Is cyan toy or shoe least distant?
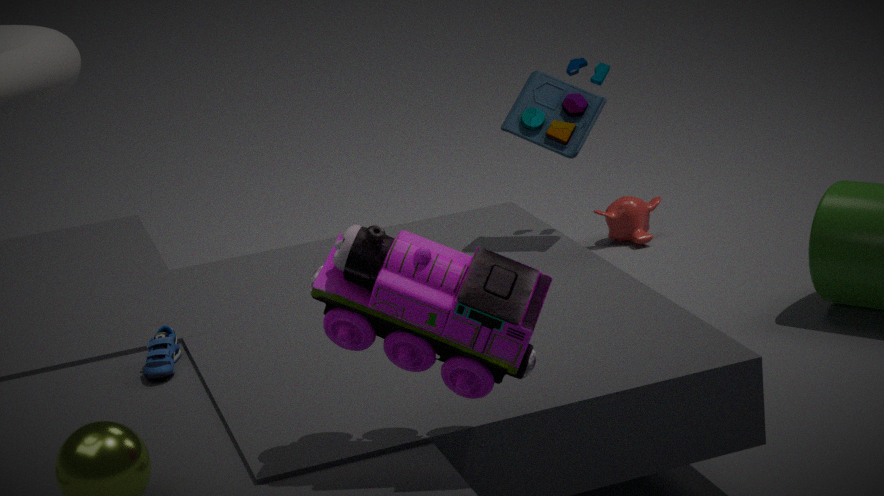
shoe
